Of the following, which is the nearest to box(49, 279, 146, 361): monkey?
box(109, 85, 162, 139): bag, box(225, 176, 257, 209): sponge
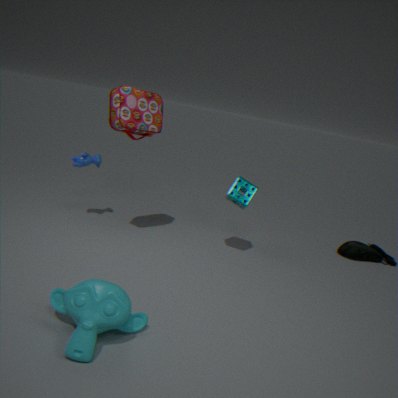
box(109, 85, 162, 139): bag
